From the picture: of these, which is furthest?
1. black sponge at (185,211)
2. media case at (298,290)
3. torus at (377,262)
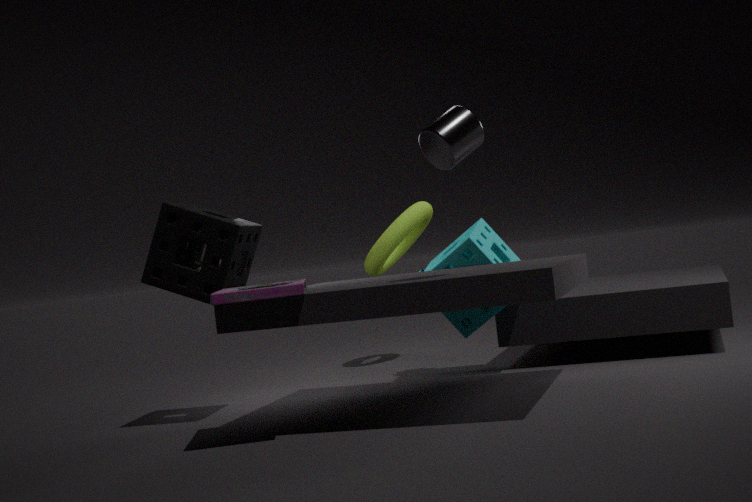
torus at (377,262)
